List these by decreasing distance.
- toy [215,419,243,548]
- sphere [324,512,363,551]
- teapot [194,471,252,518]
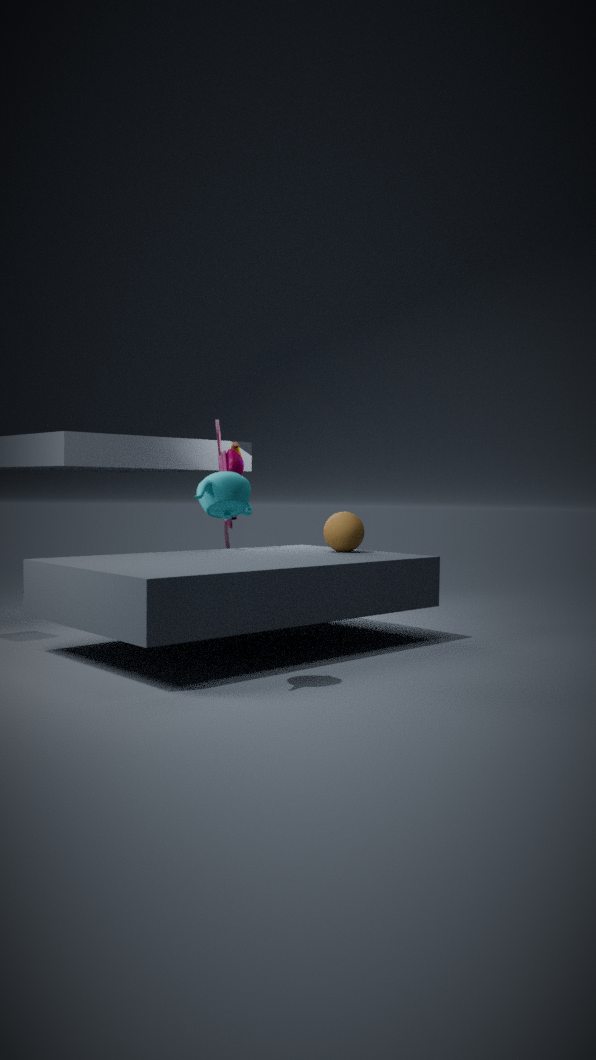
1. toy [215,419,243,548]
2. sphere [324,512,363,551]
3. teapot [194,471,252,518]
